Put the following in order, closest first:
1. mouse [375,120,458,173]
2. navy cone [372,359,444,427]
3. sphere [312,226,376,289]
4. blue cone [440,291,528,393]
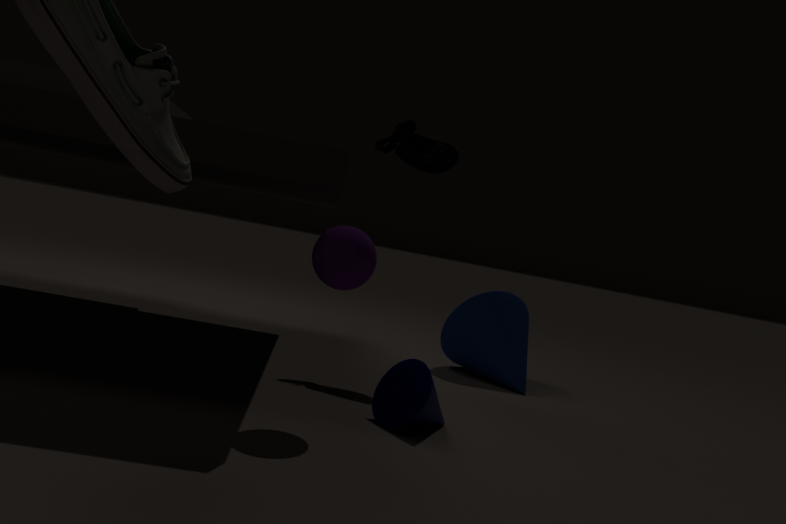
sphere [312,226,376,289], navy cone [372,359,444,427], mouse [375,120,458,173], blue cone [440,291,528,393]
